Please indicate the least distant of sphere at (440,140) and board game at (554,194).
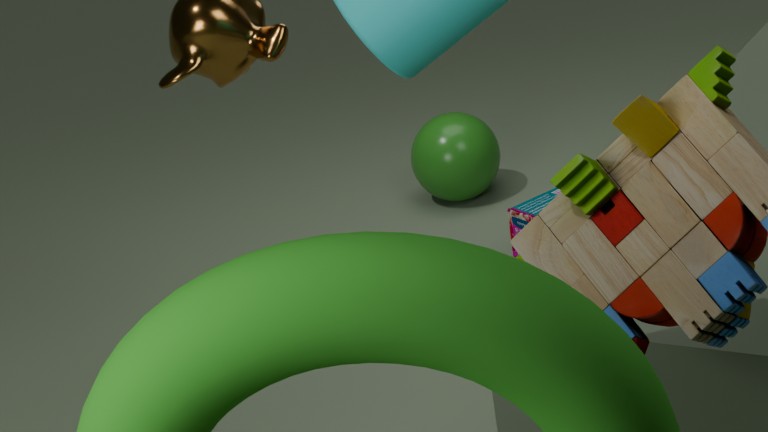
board game at (554,194)
